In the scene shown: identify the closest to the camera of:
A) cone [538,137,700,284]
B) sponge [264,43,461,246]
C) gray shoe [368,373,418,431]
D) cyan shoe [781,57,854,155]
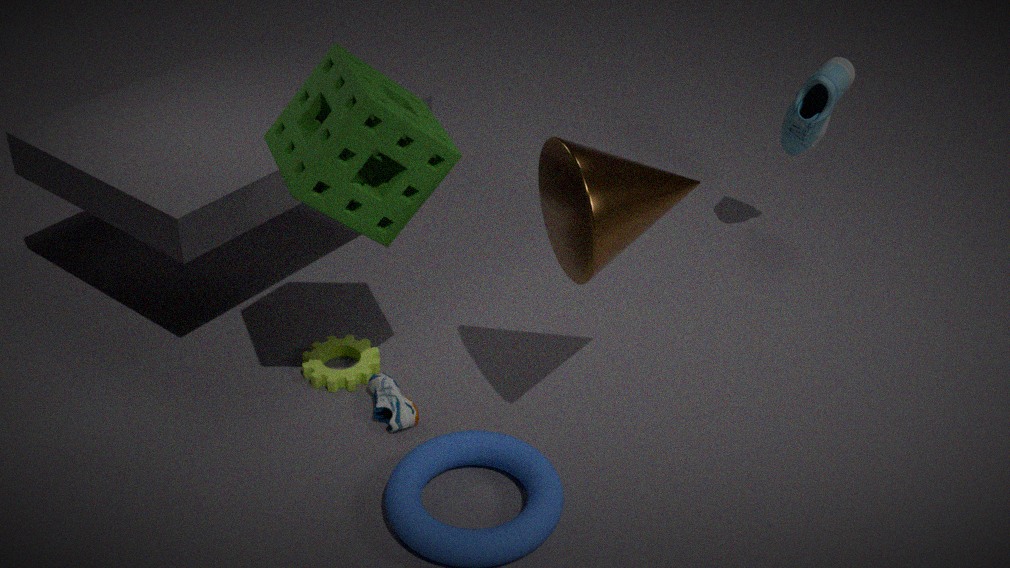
cone [538,137,700,284]
